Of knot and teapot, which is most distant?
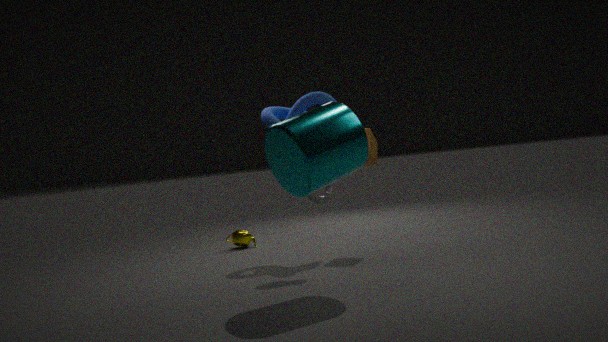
teapot
